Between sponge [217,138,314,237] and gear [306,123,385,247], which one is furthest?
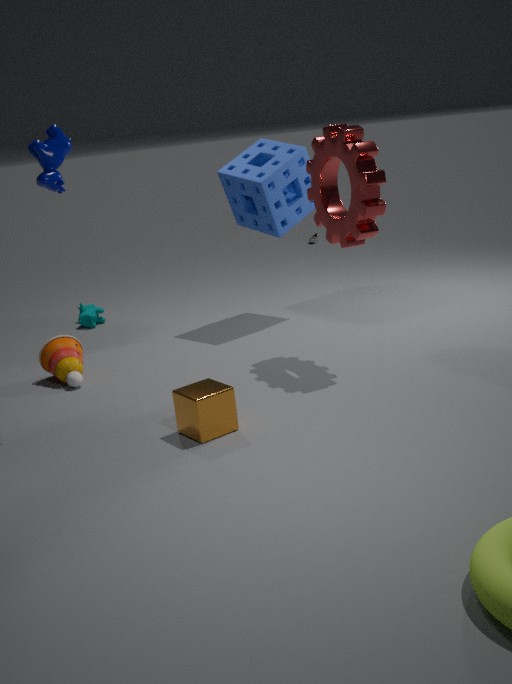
sponge [217,138,314,237]
